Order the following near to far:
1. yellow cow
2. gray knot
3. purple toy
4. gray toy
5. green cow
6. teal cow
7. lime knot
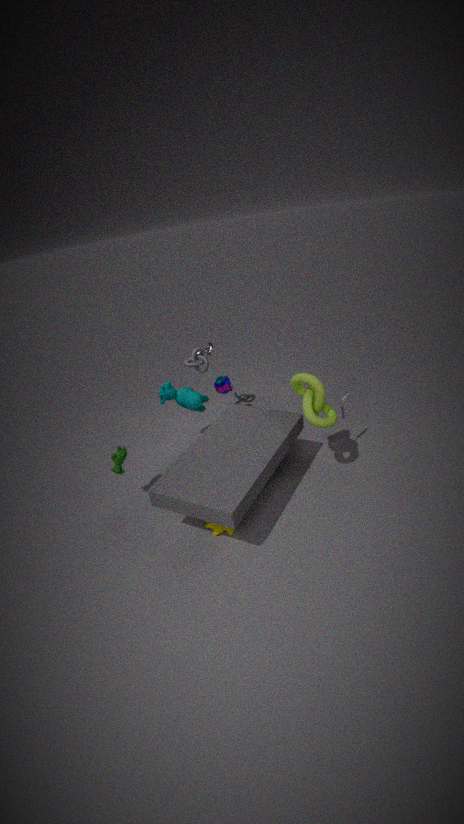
yellow cow, lime knot, green cow, gray toy, teal cow, gray knot, purple toy
